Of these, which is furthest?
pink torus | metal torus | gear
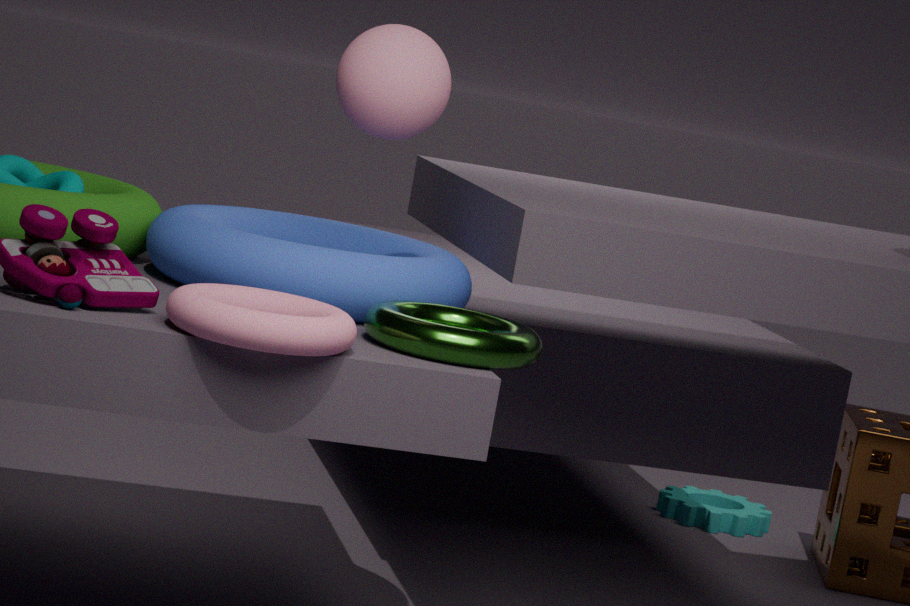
gear
